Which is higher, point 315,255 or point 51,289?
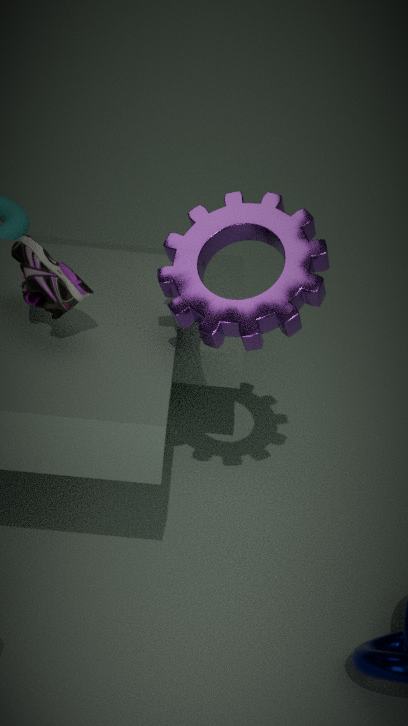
point 315,255
